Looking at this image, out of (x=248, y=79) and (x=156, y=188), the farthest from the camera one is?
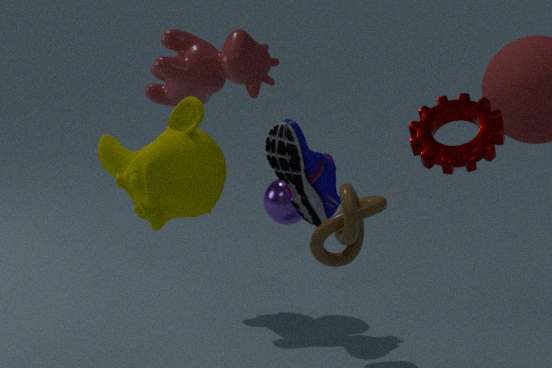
(x=248, y=79)
